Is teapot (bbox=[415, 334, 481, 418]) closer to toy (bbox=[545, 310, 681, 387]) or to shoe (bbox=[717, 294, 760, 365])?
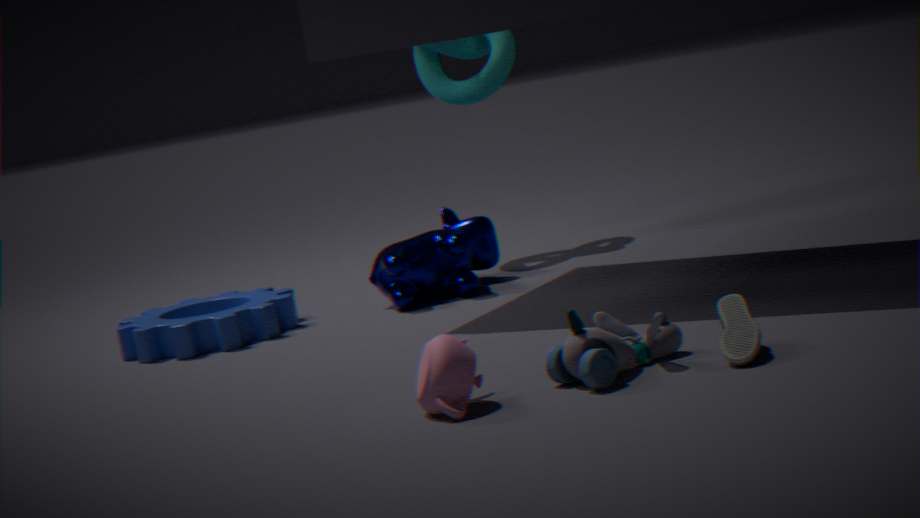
toy (bbox=[545, 310, 681, 387])
